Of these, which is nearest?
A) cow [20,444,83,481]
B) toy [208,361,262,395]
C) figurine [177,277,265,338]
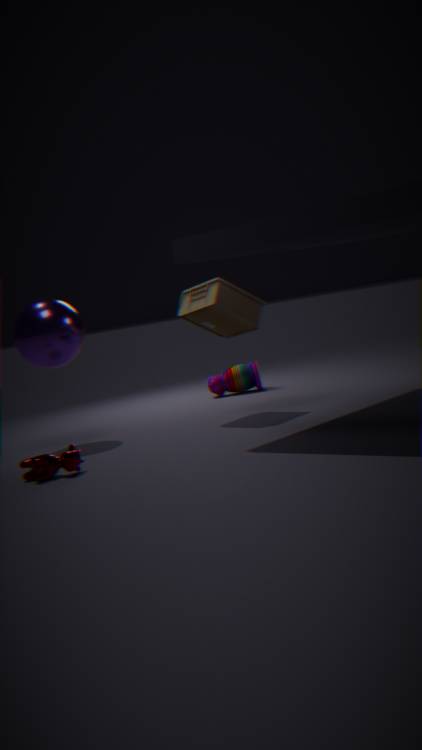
cow [20,444,83,481]
